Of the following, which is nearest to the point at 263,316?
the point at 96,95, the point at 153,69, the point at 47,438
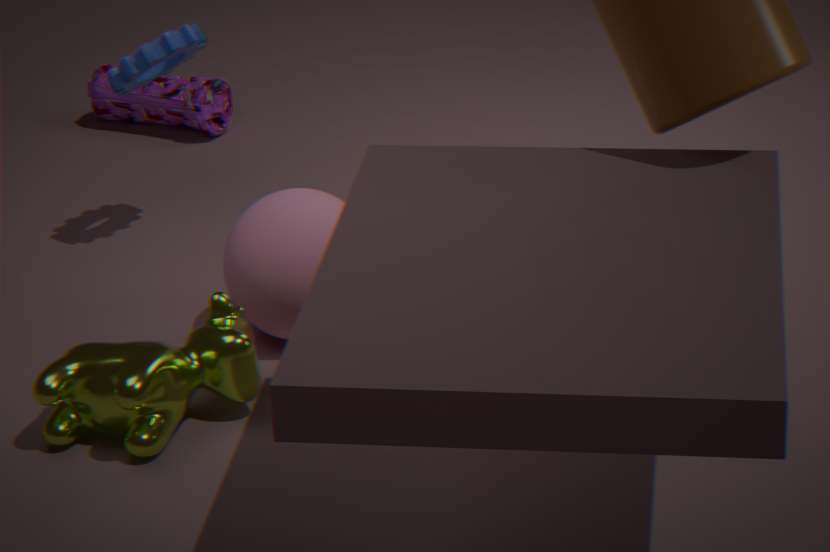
the point at 47,438
